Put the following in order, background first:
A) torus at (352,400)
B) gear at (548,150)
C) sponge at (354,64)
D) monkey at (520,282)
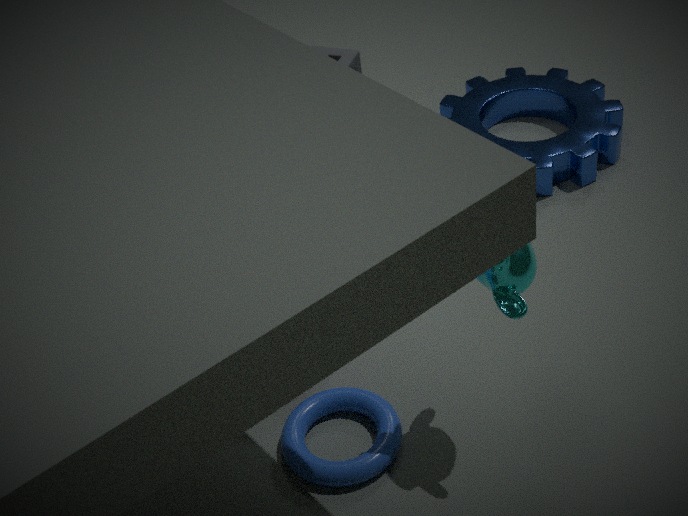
gear at (548,150) < sponge at (354,64) < torus at (352,400) < monkey at (520,282)
